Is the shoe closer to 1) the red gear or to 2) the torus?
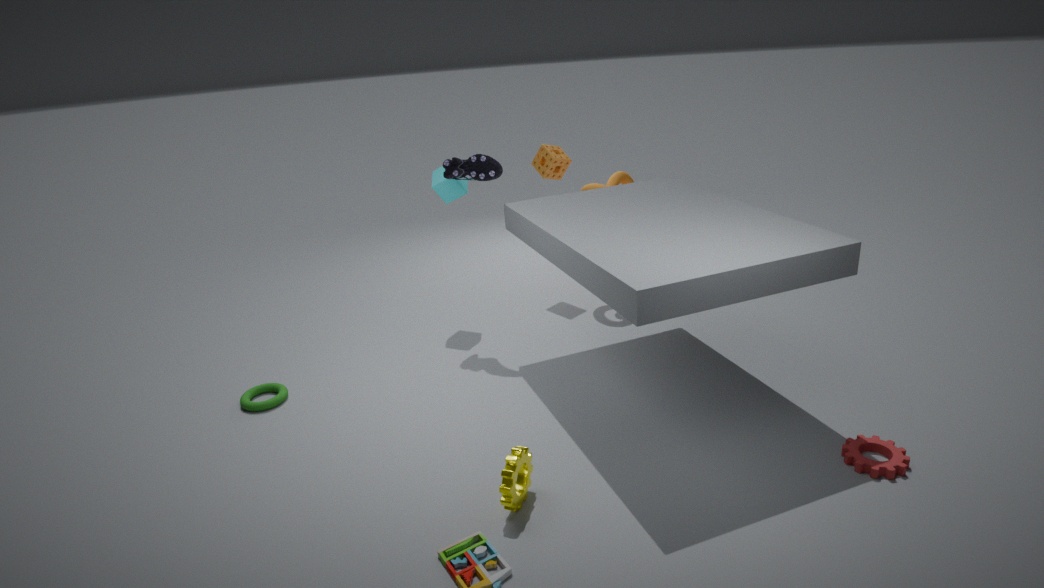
2) the torus
